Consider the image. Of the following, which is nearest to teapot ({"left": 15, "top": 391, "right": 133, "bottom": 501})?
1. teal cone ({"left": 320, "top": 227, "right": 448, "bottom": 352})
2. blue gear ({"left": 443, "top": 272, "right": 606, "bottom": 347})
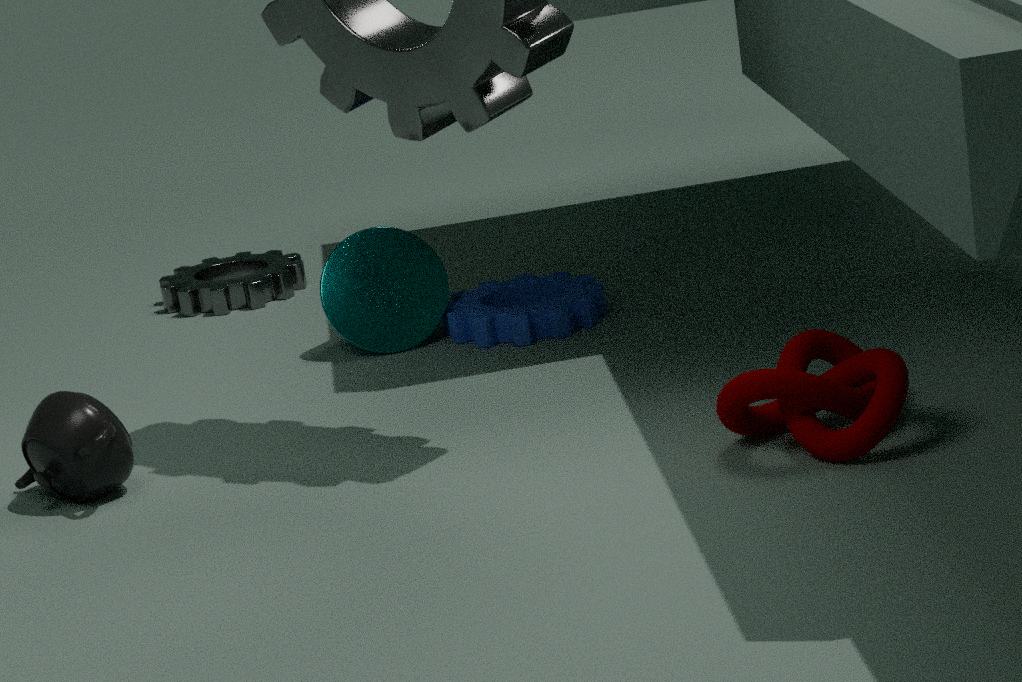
teal cone ({"left": 320, "top": 227, "right": 448, "bottom": 352})
